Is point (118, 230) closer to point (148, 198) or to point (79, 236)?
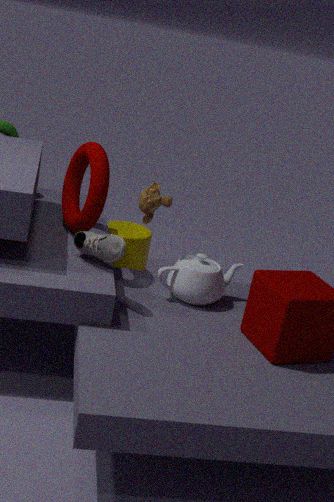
point (148, 198)
